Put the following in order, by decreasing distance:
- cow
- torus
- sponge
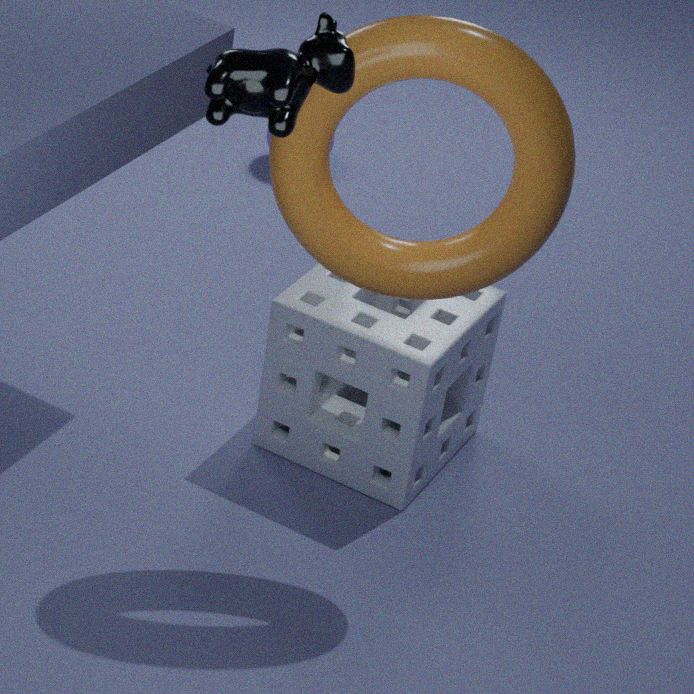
sponge, torus, cow
